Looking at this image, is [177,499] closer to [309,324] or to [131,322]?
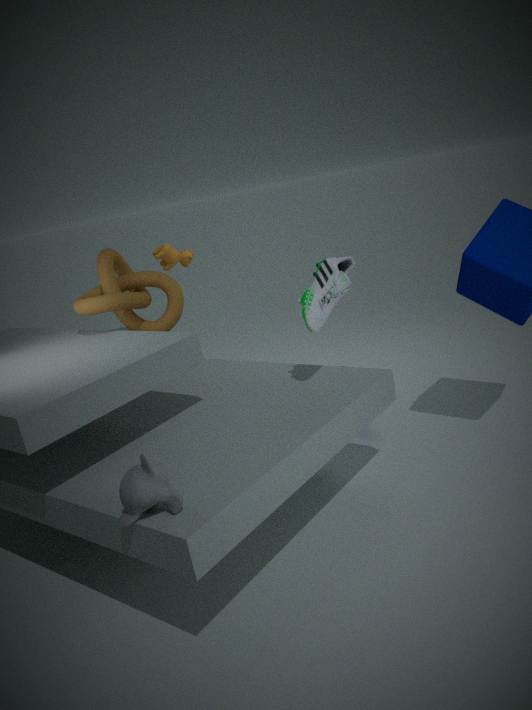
[309,324]
